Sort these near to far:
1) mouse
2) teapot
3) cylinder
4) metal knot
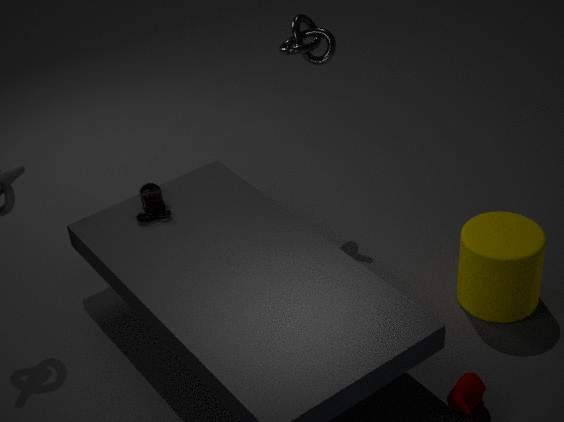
2. teapot, 3. cylinder, 1. mouse, 4. metal knot
